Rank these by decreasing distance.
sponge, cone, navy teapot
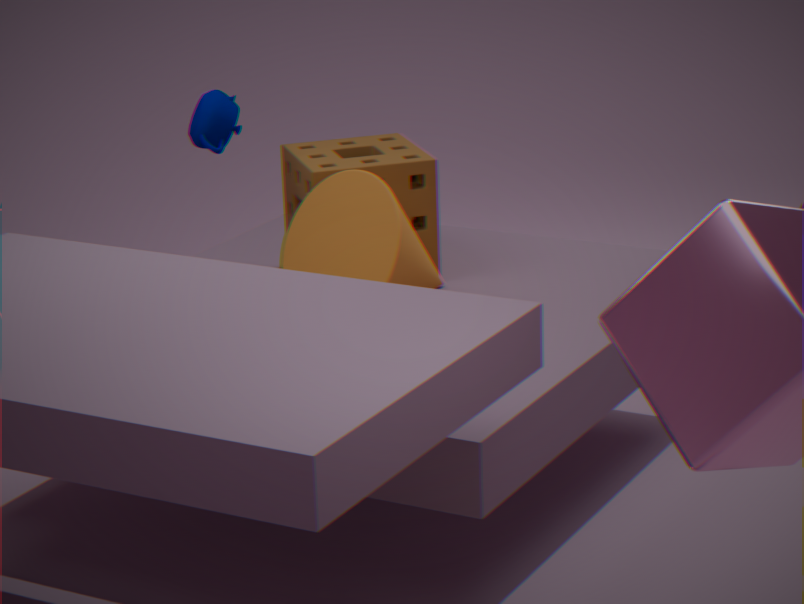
sponge
navy teapot
cone
